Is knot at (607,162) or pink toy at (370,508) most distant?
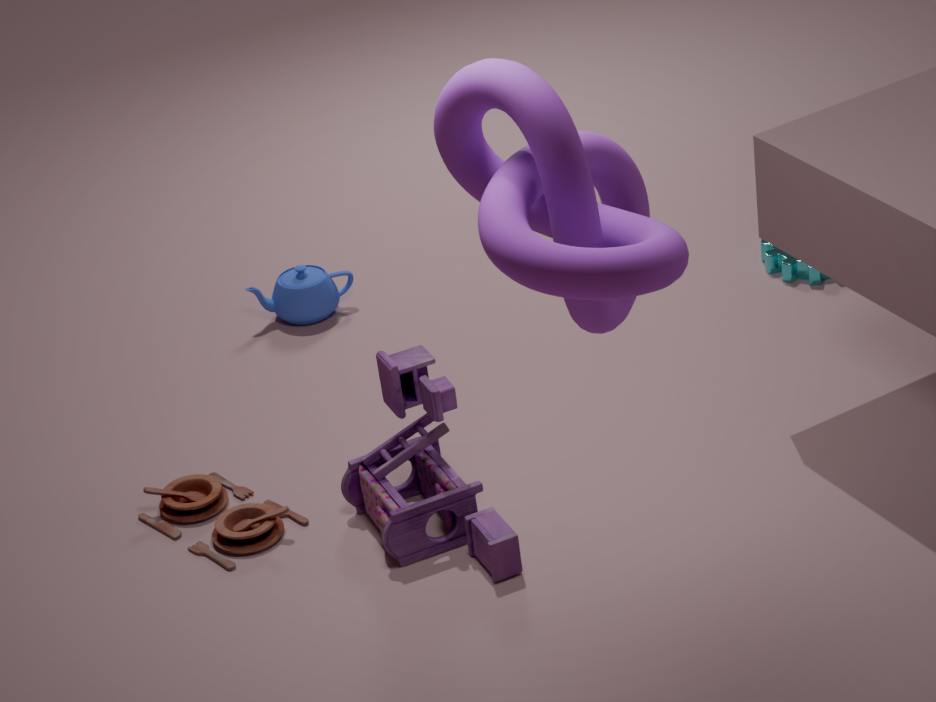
pink toy at (370,508)
